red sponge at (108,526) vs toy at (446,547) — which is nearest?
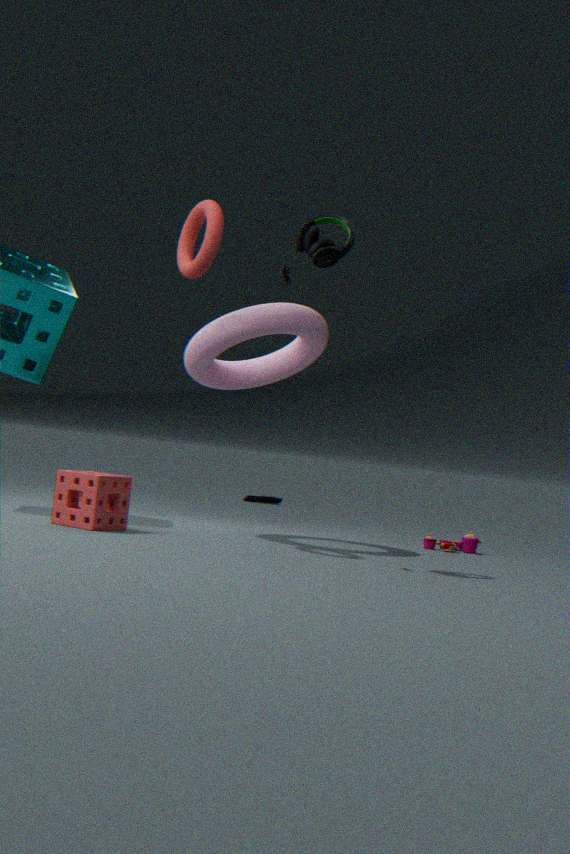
red sponge at (108,526)
